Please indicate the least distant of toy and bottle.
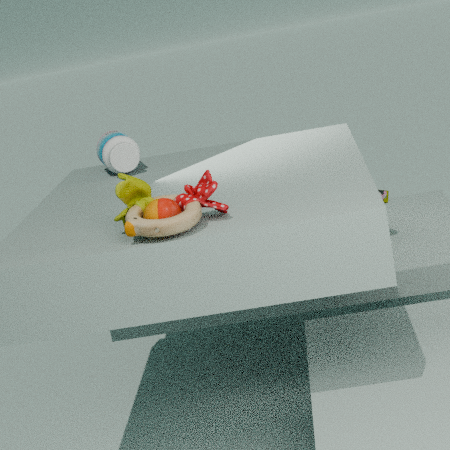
toy
